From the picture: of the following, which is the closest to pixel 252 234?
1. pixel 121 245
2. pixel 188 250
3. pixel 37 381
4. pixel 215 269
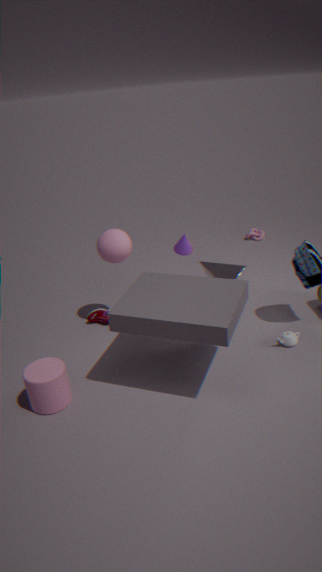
pixel 188 250
